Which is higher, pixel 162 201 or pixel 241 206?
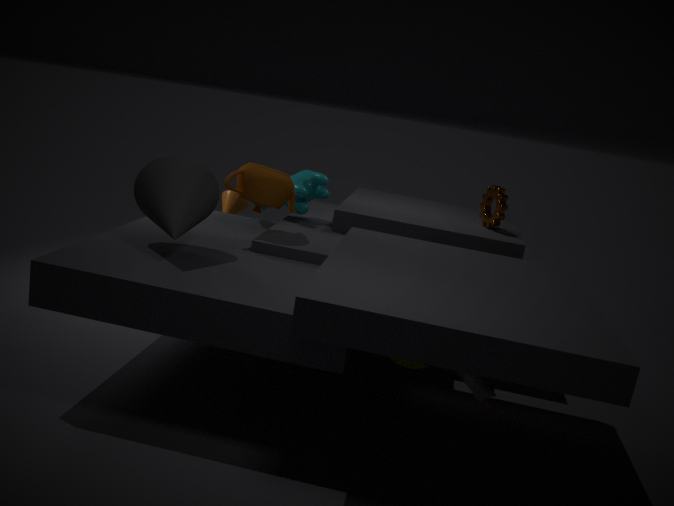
pixel 162 201
